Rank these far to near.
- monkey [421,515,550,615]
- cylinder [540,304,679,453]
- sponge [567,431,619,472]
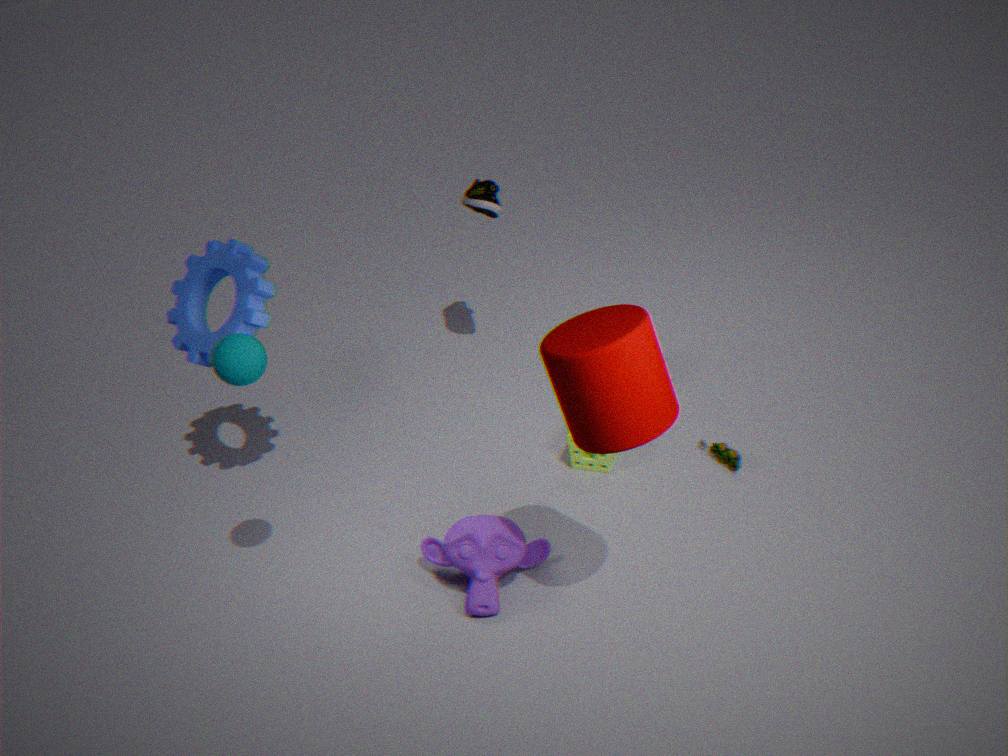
sponge [567,431,619,472] → monkey [421,515,550,615] → cylinder [540,304,679,453]
